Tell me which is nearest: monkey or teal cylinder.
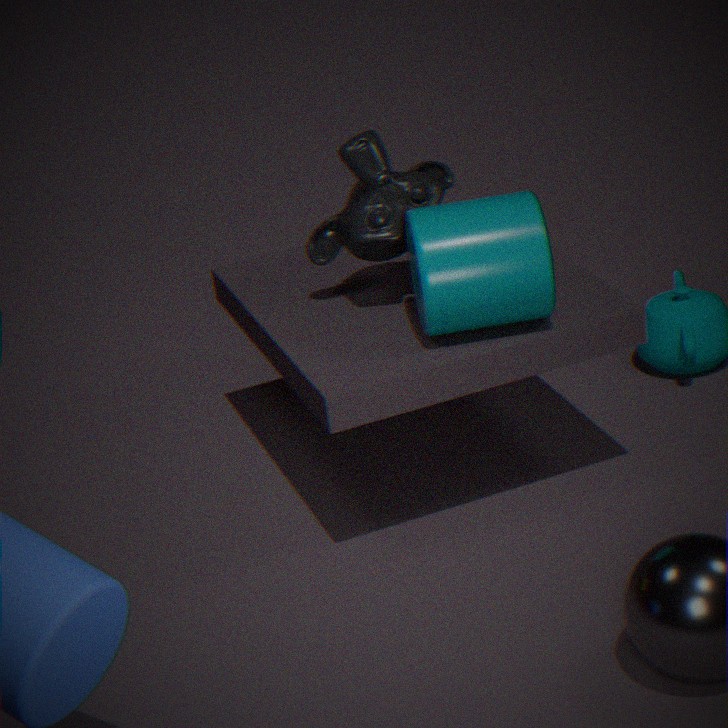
teal cylinder
